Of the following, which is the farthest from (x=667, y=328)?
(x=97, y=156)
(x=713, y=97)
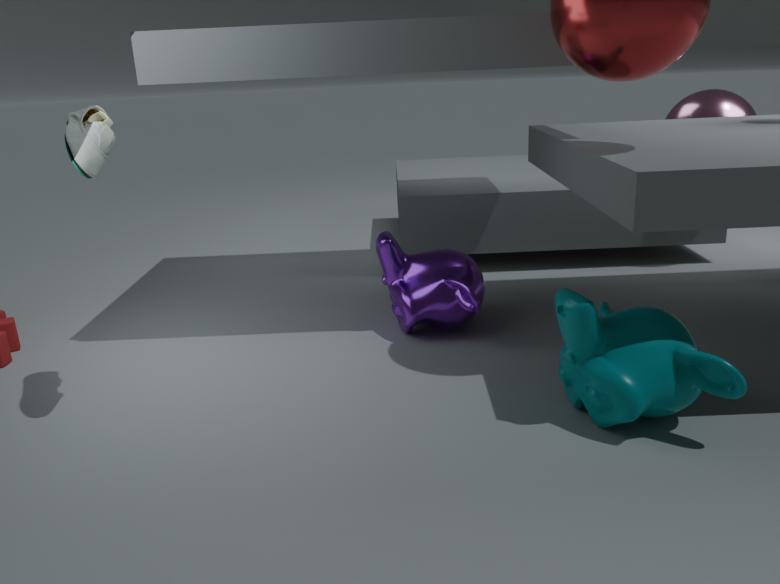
(x=713, y=97)
